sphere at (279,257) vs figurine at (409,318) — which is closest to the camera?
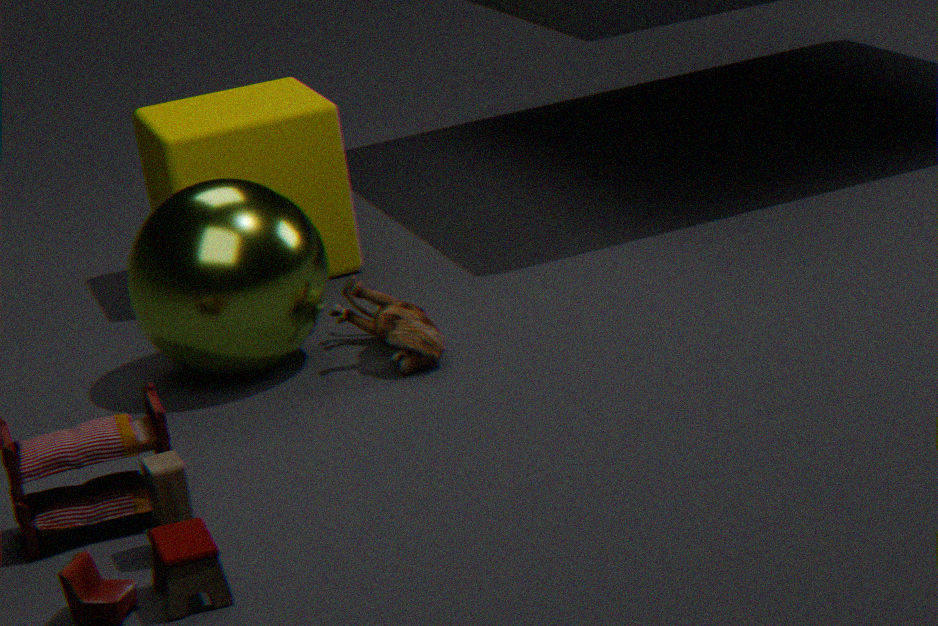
sphere at (279,257)
